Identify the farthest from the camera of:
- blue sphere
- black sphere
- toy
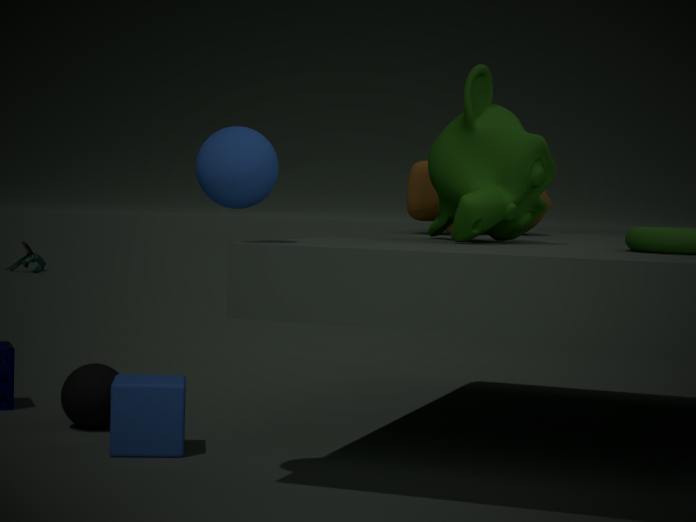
toy
